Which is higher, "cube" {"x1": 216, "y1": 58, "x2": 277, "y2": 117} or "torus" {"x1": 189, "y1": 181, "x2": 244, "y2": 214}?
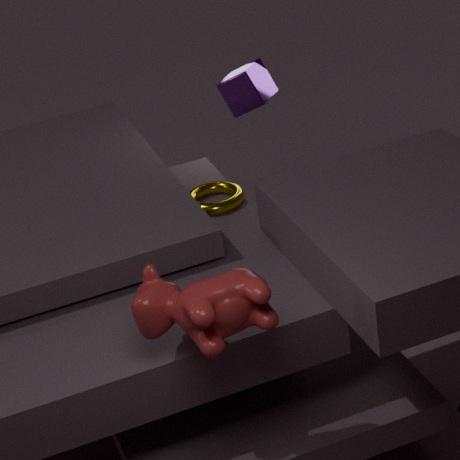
"cube" {"x1": 216, "y1": 58, "x2": 277, "y2": 117}
